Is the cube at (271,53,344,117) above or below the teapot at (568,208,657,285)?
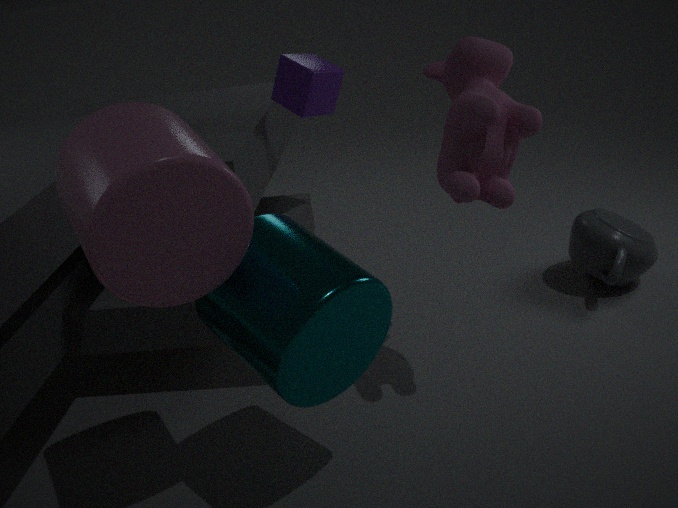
above
